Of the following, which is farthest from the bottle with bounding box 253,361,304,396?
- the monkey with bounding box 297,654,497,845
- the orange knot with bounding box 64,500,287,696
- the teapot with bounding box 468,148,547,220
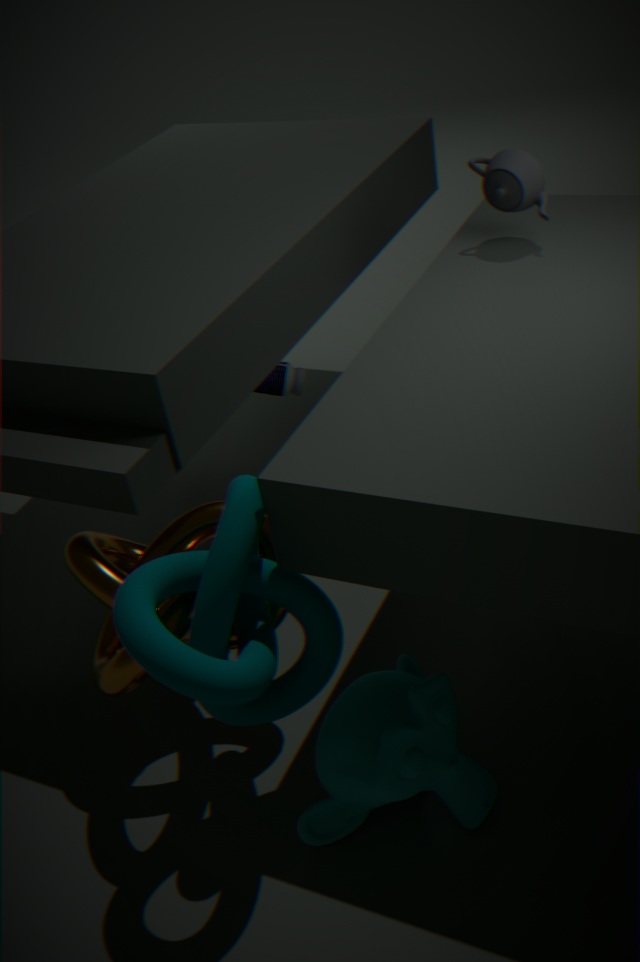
the monkey with bounding box 297,654,497,845
